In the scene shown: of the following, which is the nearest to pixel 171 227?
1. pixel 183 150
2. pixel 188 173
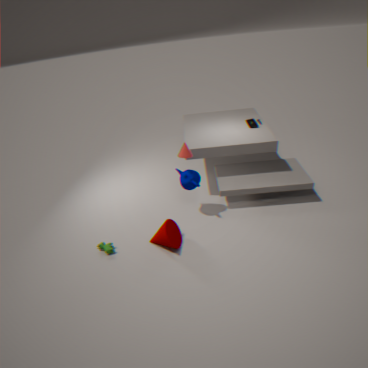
pixel 188 173
